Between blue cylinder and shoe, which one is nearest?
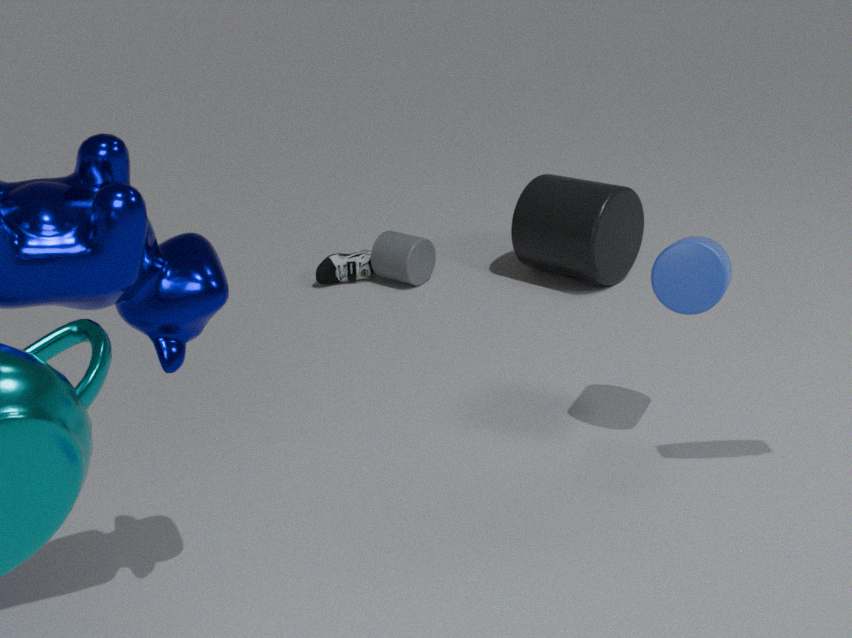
blue cylinder
